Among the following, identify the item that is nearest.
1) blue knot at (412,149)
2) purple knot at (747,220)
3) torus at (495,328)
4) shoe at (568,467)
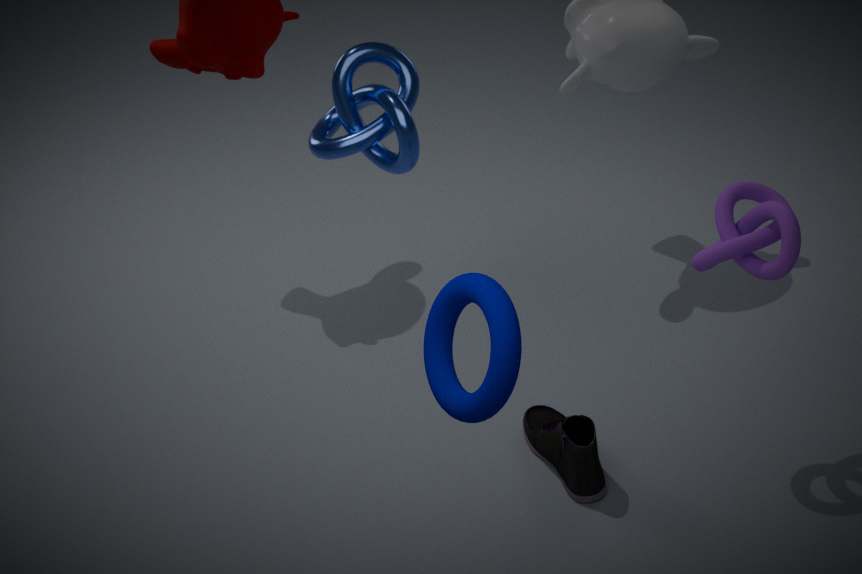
3. torus at (495,328)
